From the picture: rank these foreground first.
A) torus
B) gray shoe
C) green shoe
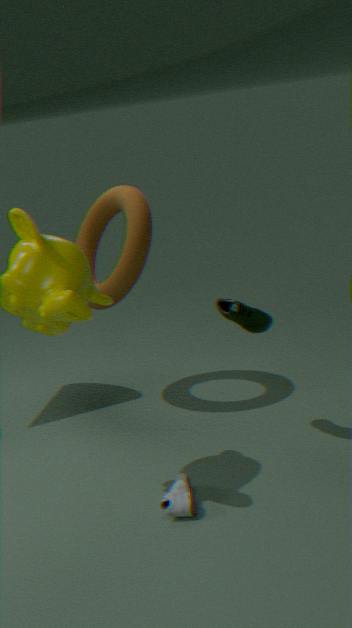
gray shoe
green shoe
torus
